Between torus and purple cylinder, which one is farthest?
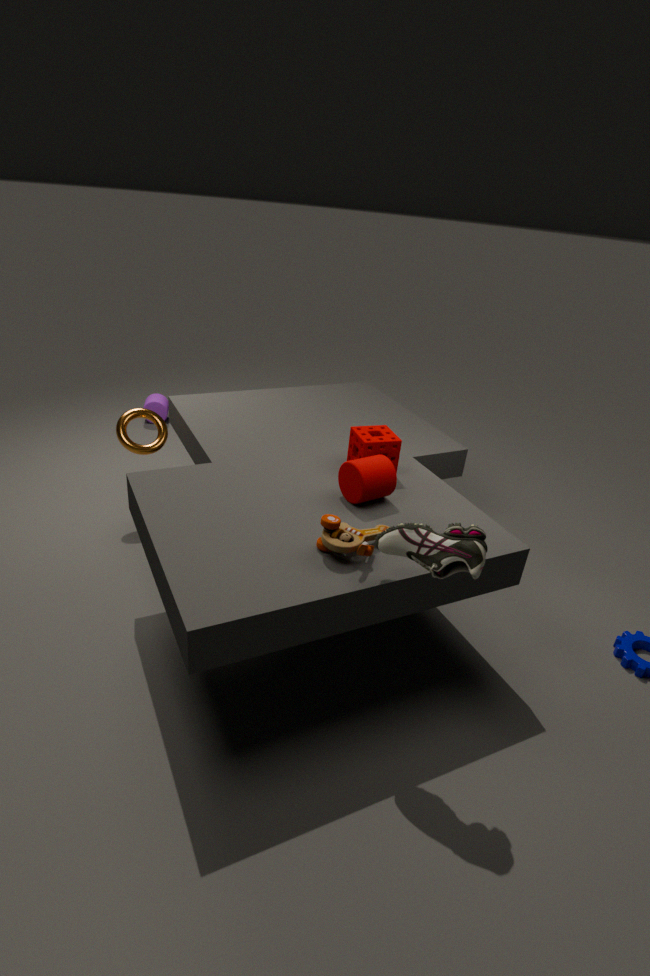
purple cylinder
